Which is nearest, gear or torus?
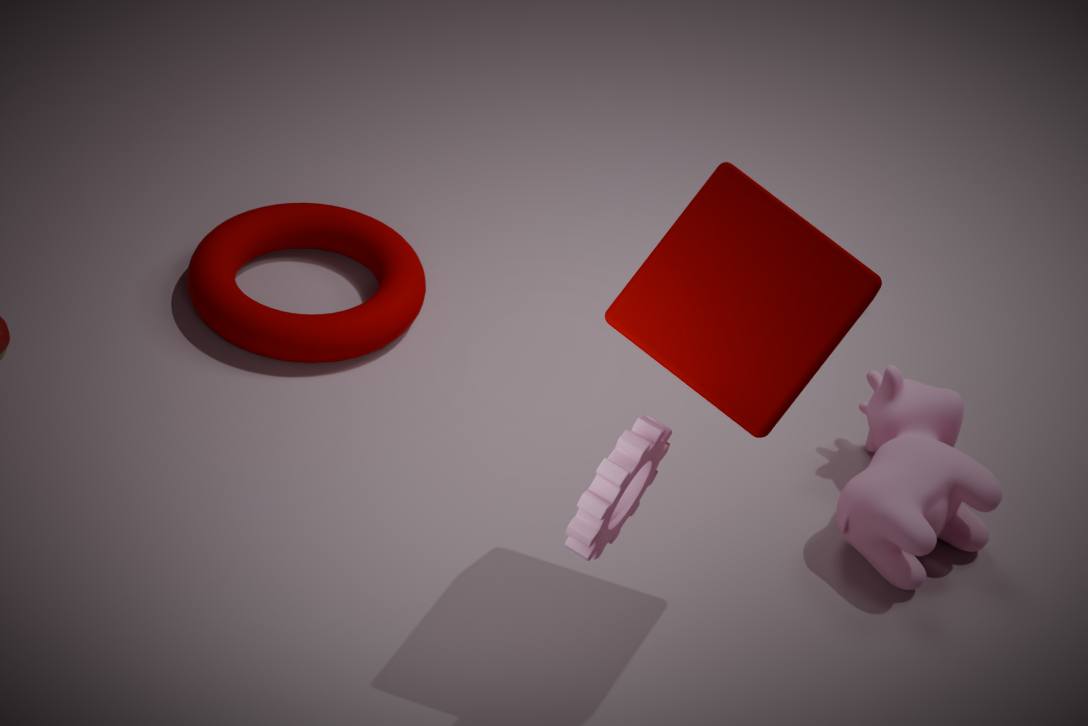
gear
